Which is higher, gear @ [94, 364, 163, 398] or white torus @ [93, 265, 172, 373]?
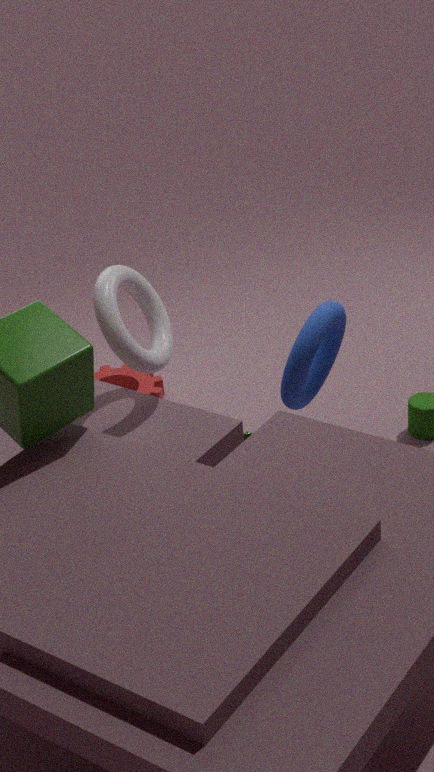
white torus @ [93, 265, 172, 373]
